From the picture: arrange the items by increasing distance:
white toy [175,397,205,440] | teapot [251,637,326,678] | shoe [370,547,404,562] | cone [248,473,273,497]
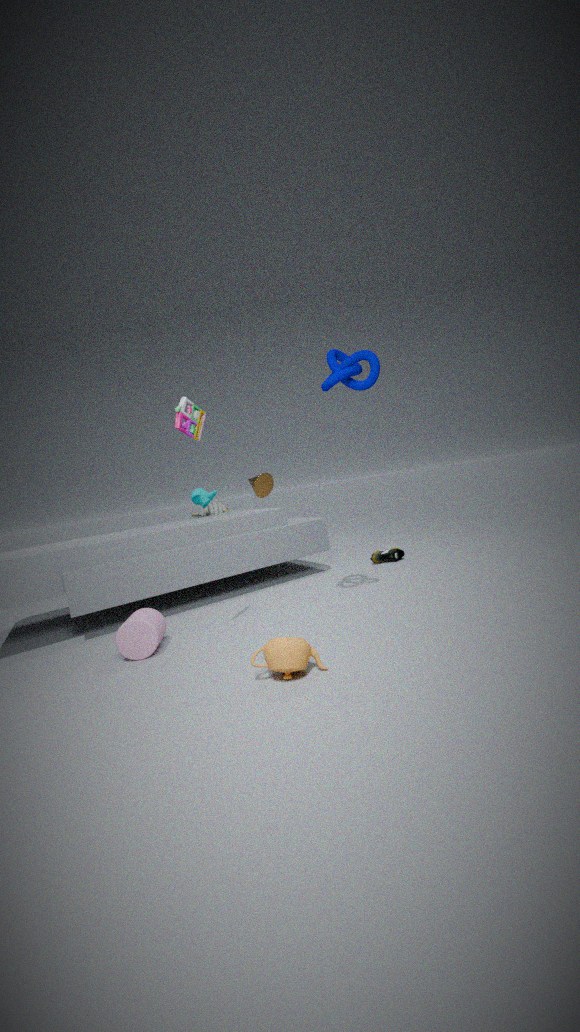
1. teapot [251,637,326,678]
2. white toy [175,397,205,440]
3. shoe [370,547,404,562]
4. cone [248,473,273,497]
